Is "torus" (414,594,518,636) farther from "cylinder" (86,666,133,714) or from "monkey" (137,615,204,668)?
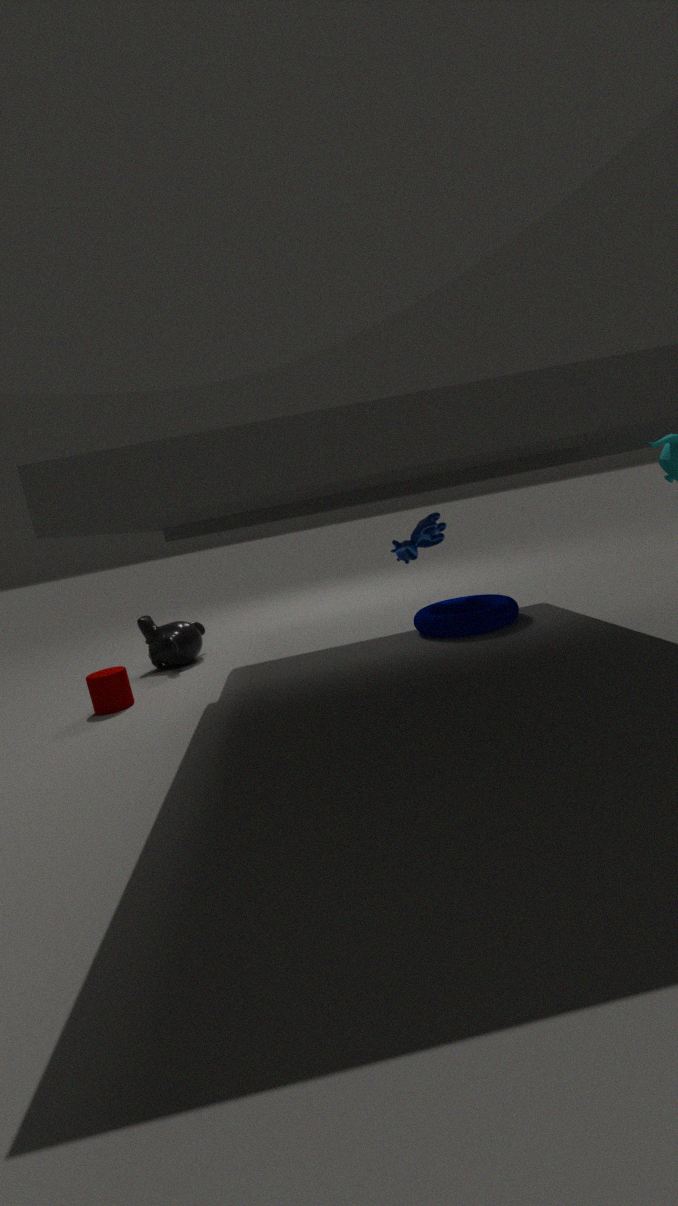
"cylinder" (86,666,133,714)
